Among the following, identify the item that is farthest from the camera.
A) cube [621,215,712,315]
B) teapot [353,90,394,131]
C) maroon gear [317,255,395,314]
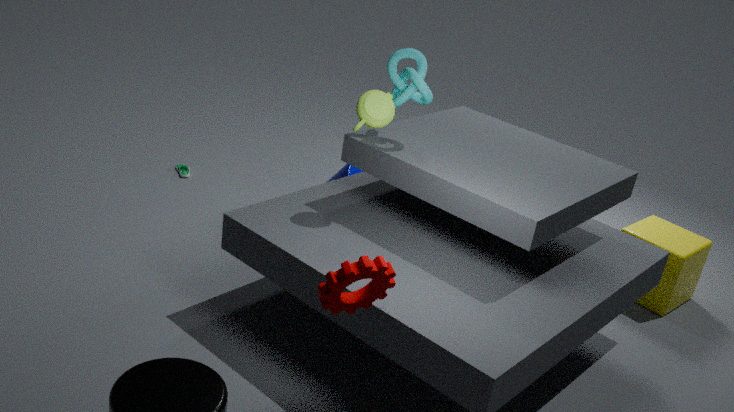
cube [621,215,712,315]
